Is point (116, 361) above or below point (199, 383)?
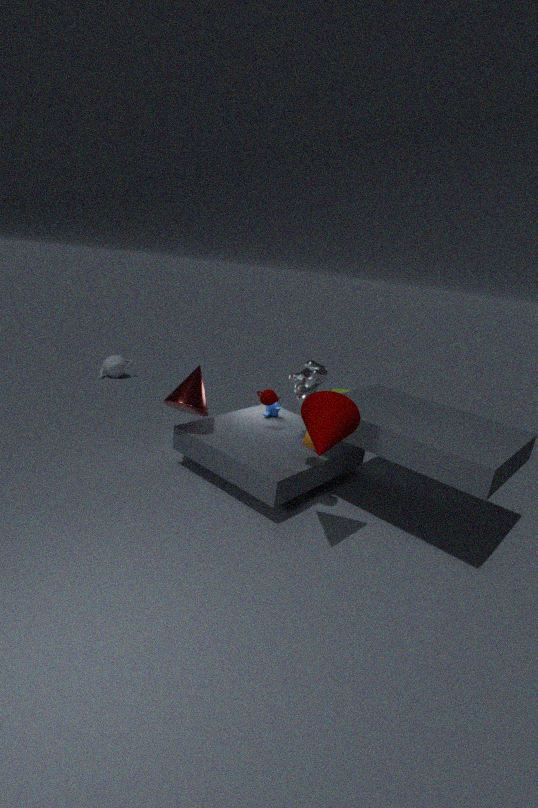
below
